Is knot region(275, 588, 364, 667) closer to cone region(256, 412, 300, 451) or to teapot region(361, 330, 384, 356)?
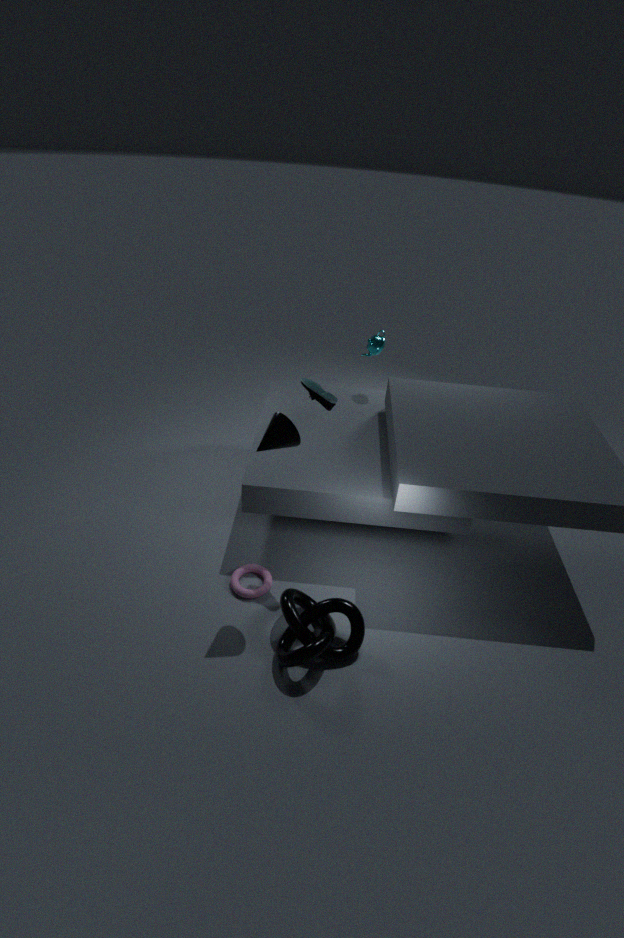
Result: cone region(256, 412, 300, 451)
